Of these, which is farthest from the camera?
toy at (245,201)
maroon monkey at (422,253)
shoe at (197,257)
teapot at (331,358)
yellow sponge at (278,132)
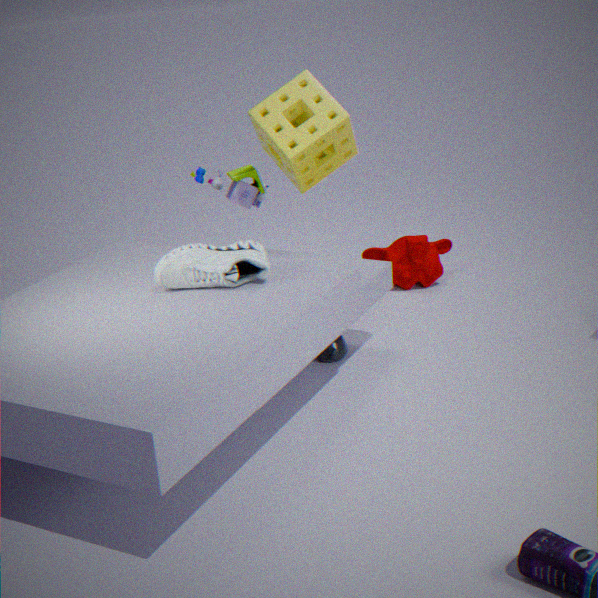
maroon monkey at (422,253)
